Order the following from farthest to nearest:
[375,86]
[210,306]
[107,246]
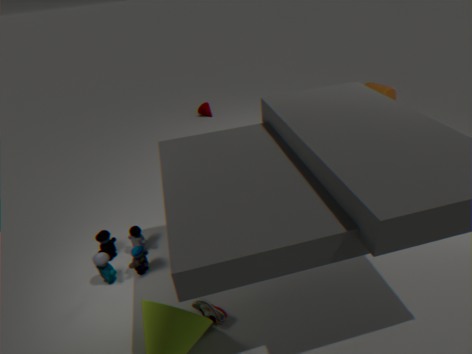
1. [375,86]
2. [107,246]
3. [210,306]
